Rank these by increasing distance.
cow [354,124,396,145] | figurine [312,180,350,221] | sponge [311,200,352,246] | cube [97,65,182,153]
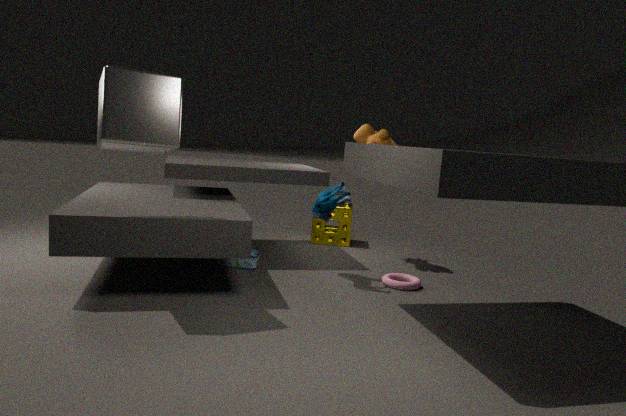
cube [97,65,182,153], figurine [312,180,350,221], cow [354,124,396,145], sponge [311,200,352,246]
